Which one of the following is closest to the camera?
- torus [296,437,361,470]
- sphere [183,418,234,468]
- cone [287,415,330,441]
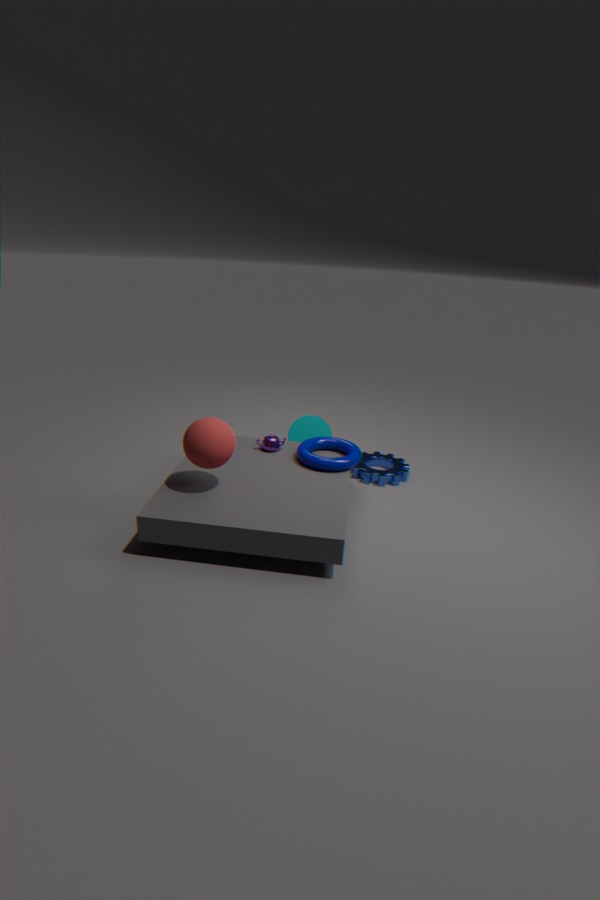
sphere [183,418,234,468]
